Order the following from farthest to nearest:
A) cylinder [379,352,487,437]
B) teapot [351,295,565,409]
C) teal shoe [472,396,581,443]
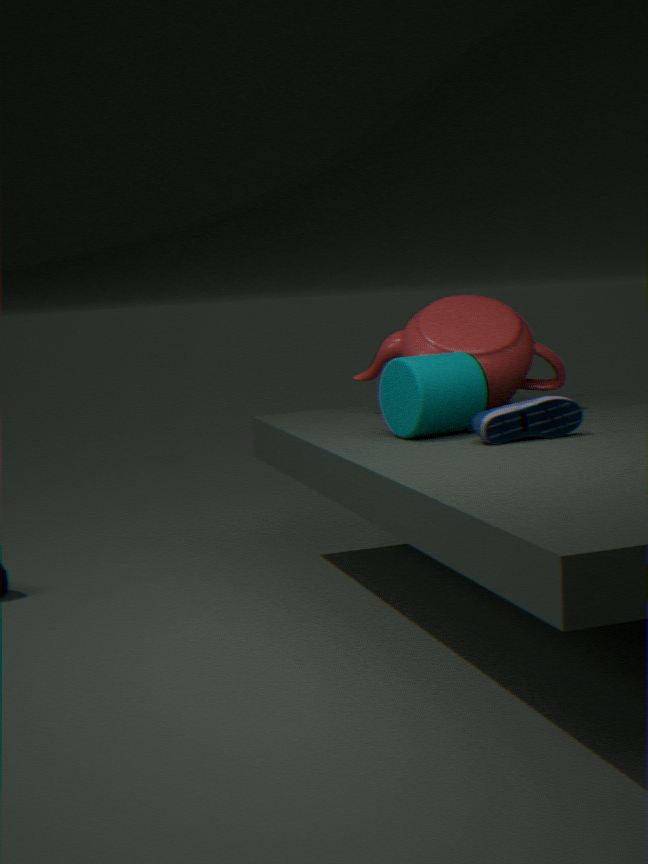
B. teapot [351,295,565,409] → A. cylinder [379,352,487,437] → C. teal shoe [472,396,581,443]
